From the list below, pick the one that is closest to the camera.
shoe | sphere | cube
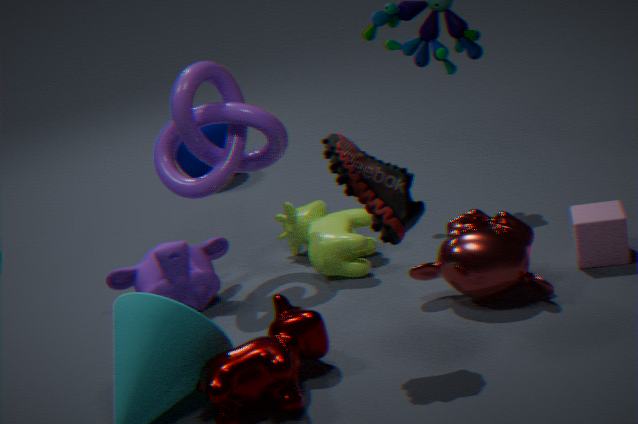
shoe
